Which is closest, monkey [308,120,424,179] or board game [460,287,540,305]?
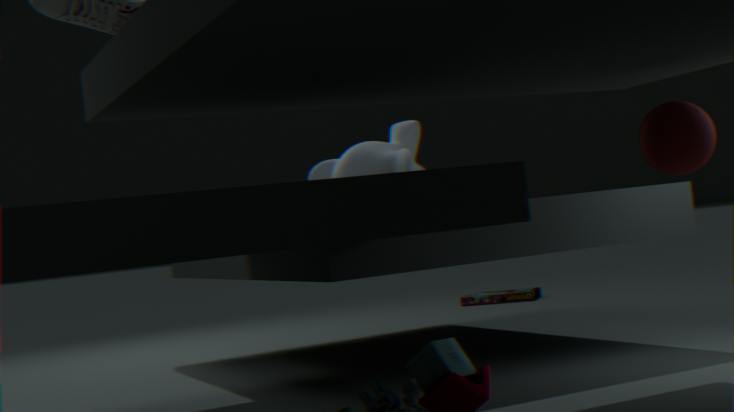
monkey [308,120,424,179]
